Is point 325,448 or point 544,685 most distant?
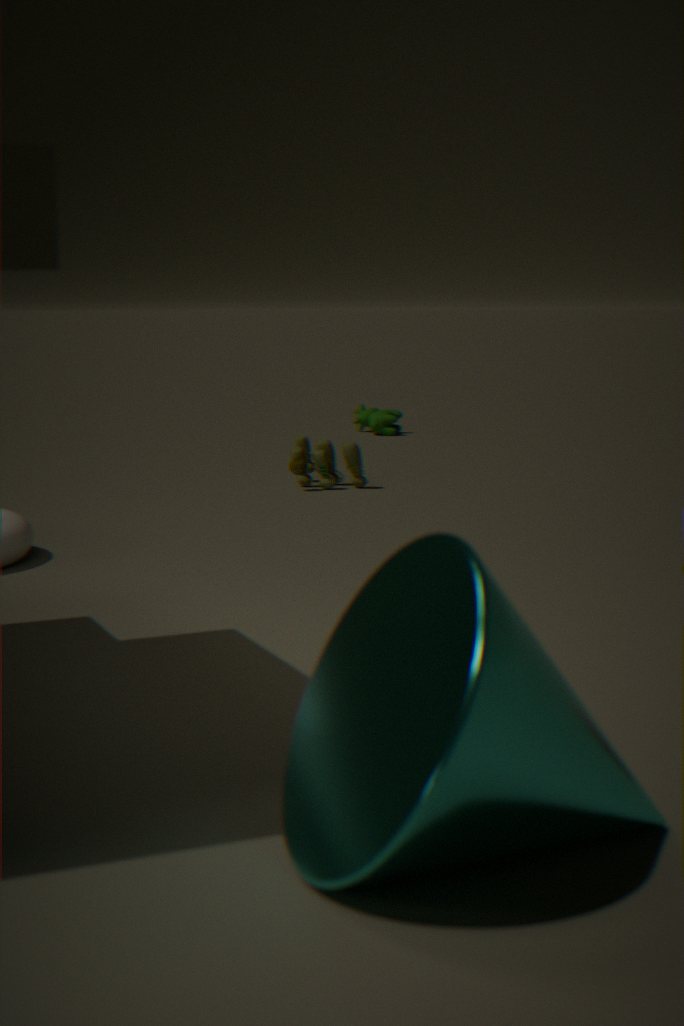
point 325,448
